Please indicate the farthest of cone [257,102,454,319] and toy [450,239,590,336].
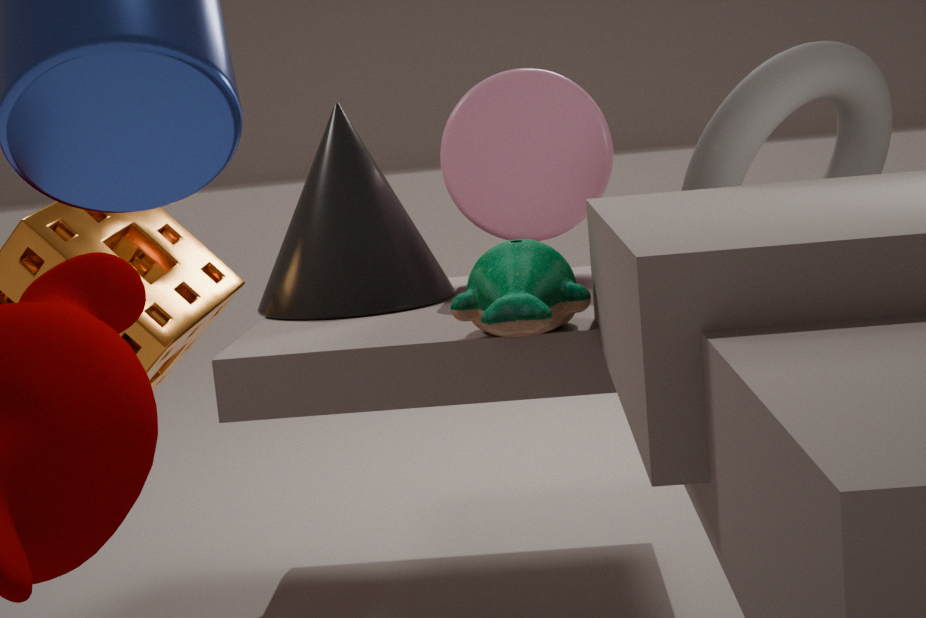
cone [257,102,454,319]
